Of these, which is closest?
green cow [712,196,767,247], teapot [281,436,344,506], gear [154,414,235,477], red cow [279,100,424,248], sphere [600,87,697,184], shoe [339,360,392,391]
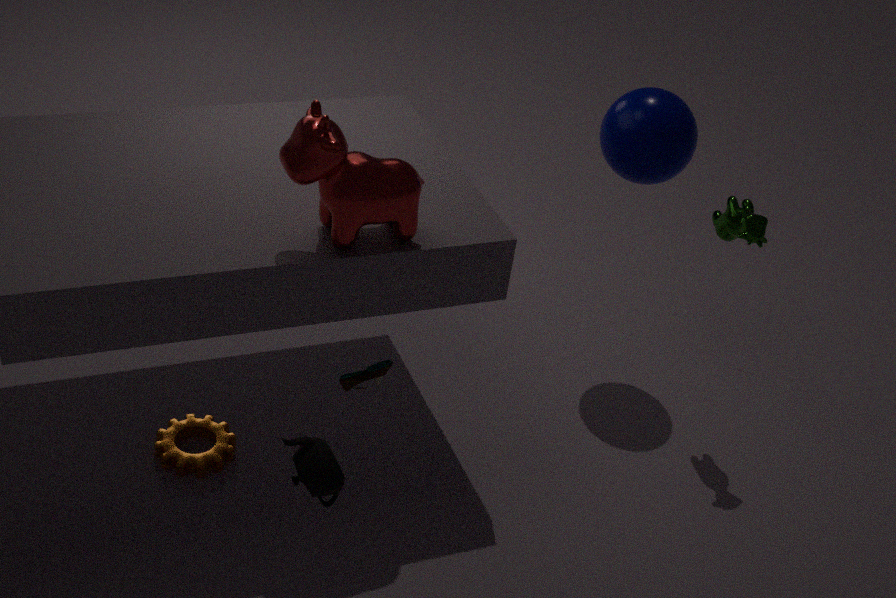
teapot [281,436,344,506]
